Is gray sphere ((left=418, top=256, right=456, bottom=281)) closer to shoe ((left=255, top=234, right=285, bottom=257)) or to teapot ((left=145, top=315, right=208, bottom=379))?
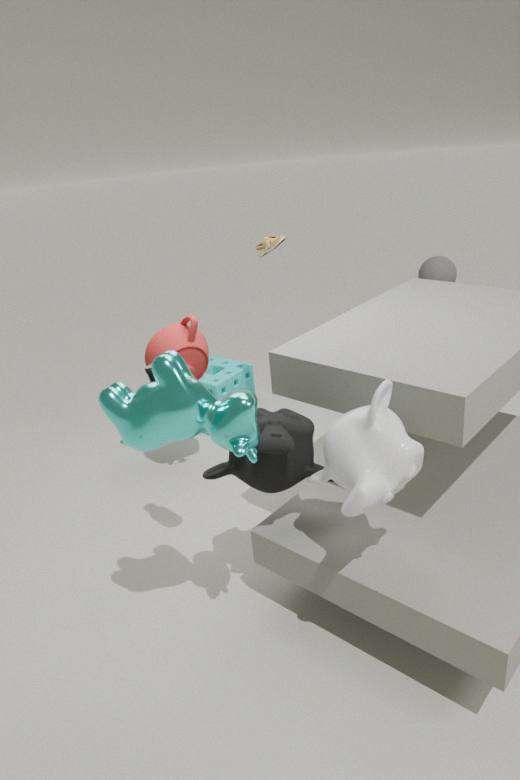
shoe ((left=255, top=234, right=285, bottom=257))
